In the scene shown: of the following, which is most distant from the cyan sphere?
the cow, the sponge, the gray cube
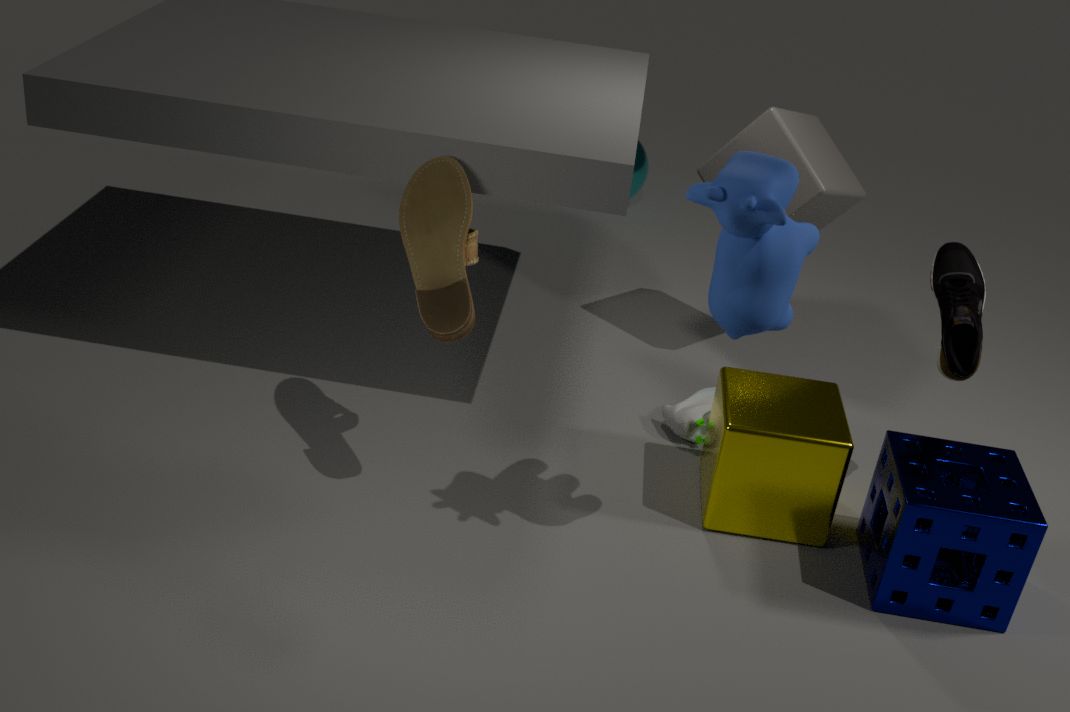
the cow
